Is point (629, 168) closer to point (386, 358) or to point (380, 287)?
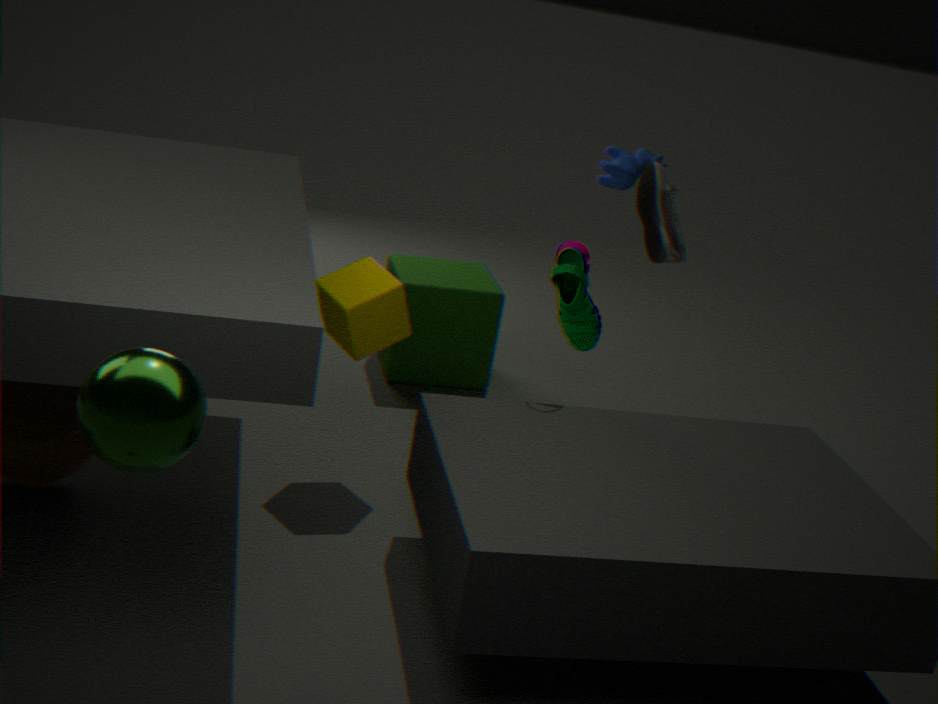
point (386, 358)
